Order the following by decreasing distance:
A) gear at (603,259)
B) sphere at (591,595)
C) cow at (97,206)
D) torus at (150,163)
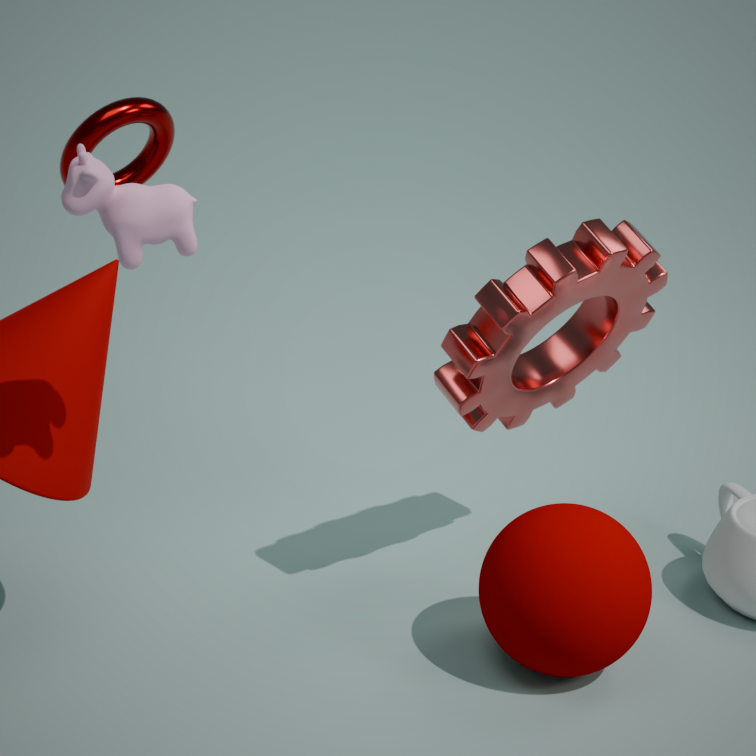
torus at (150,163)
gear at (603,259)
sphere at (591,595)
cow at (97,206)
